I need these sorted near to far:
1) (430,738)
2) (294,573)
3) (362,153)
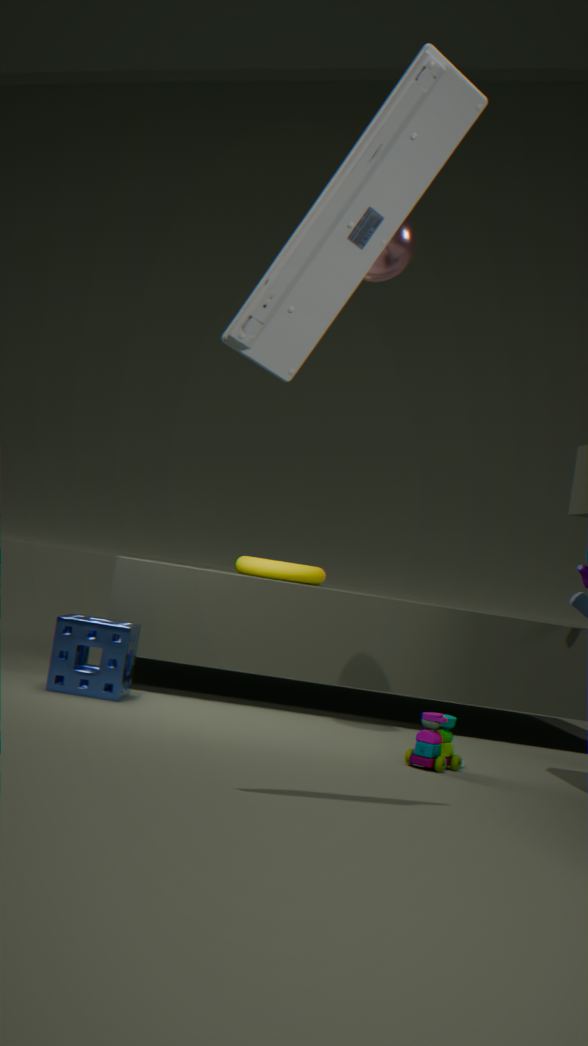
3. (362,153)
1. (430,738)
2. (294,573)
